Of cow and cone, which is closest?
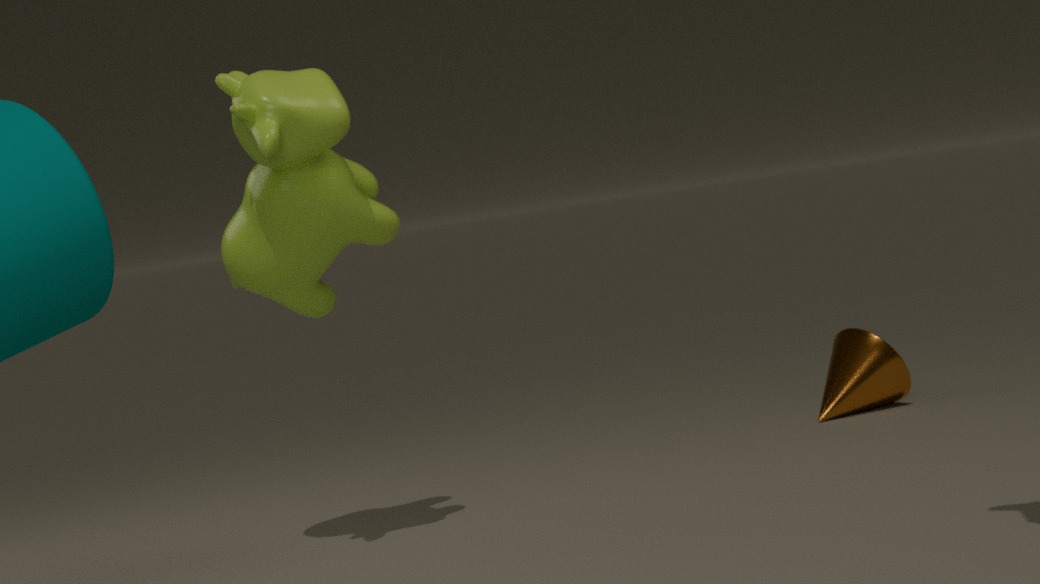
cow
